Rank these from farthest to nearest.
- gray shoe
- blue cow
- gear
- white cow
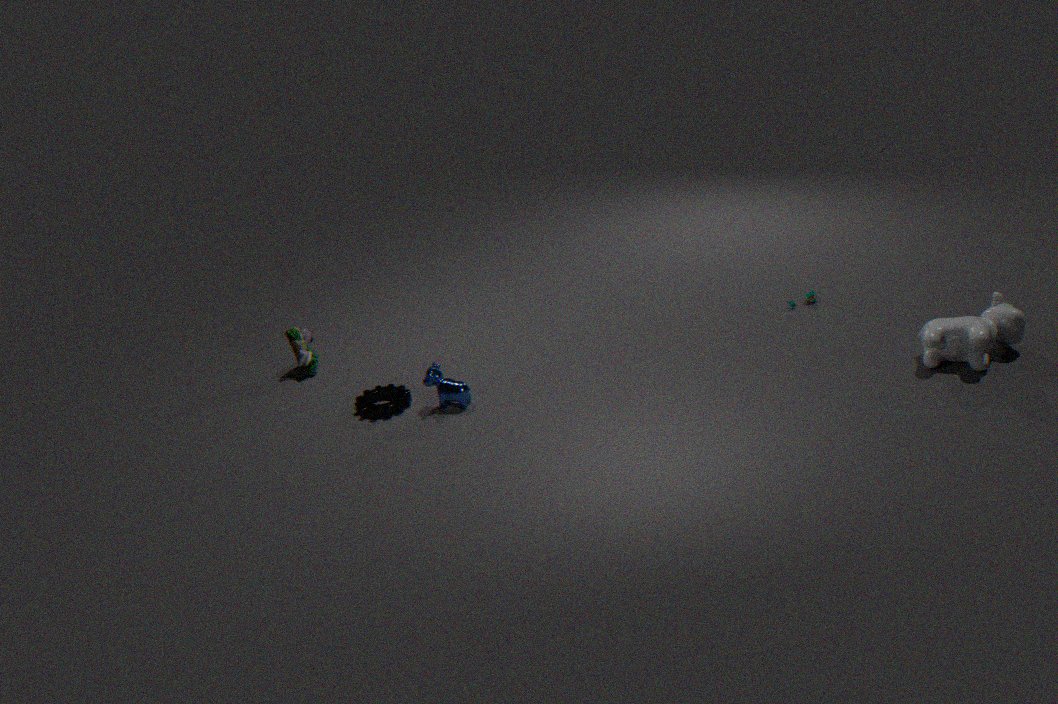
gray shoe
gear
blue cow
white cow
